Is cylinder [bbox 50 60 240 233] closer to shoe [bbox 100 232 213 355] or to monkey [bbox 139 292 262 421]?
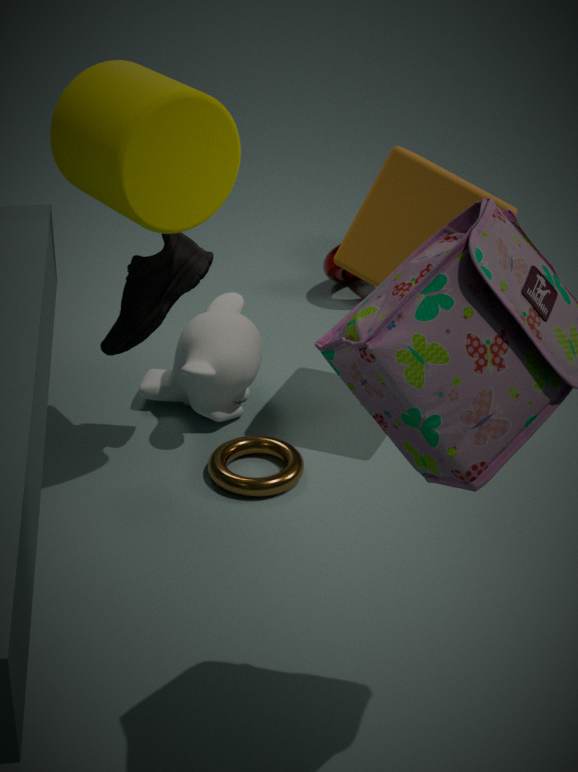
shoe [bbox 100 232 213 355]
